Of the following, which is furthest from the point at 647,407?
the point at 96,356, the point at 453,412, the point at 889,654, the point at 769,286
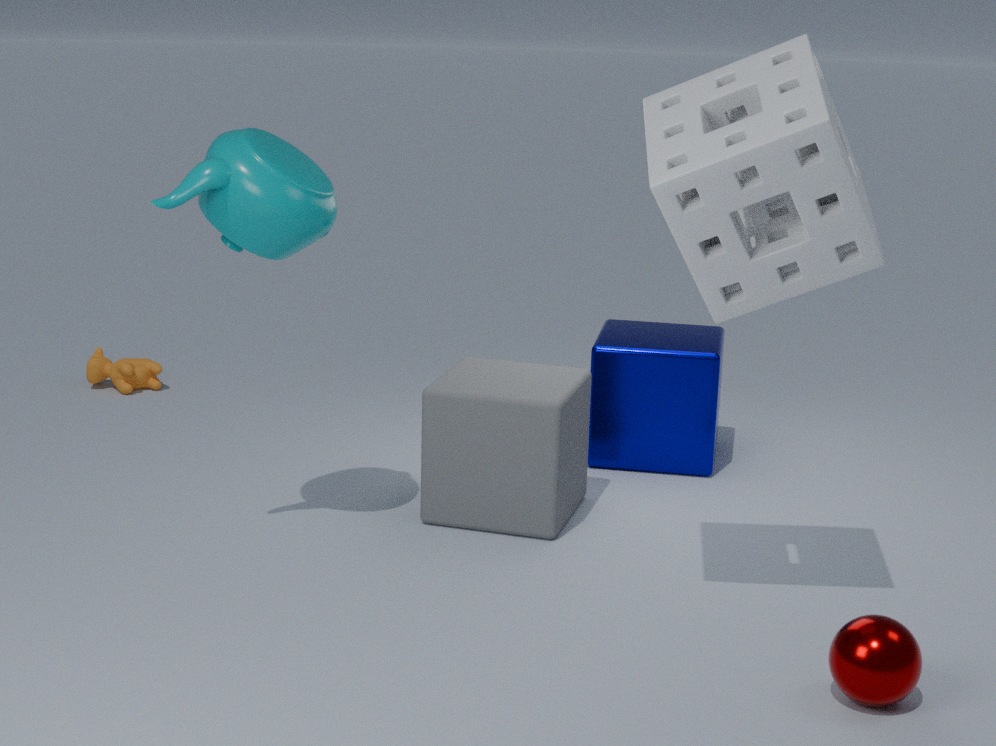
the point at 96,356
